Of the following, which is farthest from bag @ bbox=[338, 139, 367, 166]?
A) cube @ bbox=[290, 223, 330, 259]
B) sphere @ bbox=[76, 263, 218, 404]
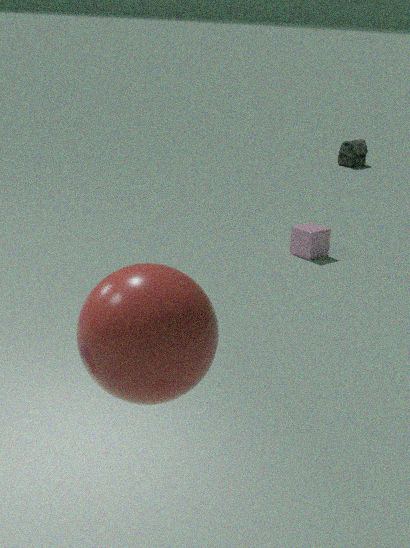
sphere @ bbox=[76, 263, 218, 404]
